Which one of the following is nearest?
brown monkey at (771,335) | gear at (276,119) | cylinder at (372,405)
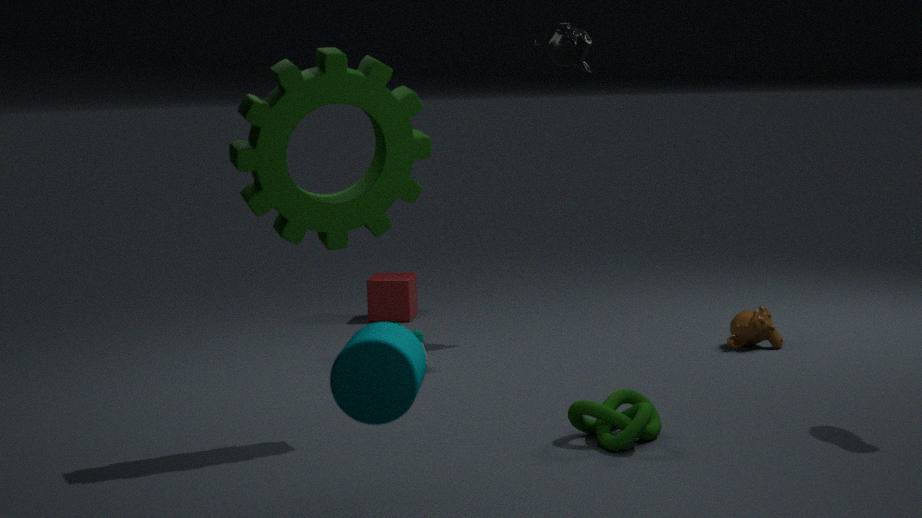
cylinder at (372,405)
